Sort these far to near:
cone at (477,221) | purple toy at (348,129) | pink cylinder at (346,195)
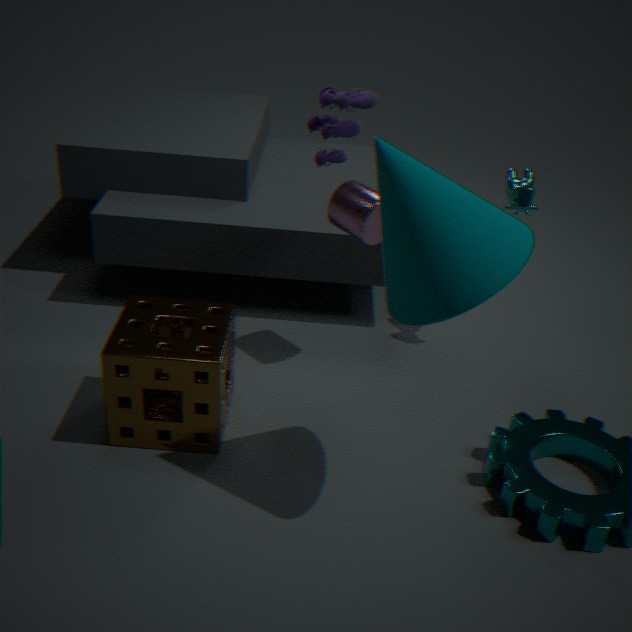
pink cylinder at (346,195) < purple toy at (348,129) < cone at (477,221)
